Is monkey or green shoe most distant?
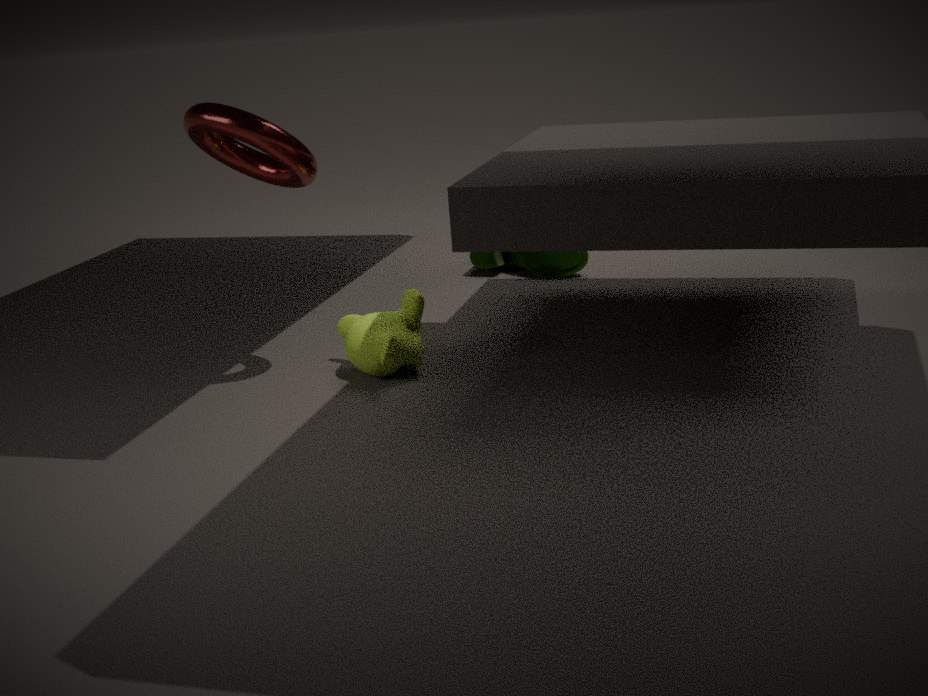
green shoe
